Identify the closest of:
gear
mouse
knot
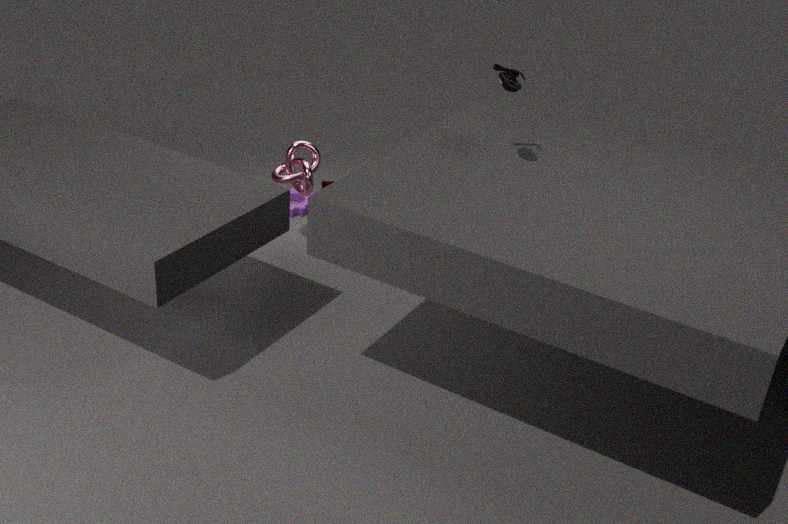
mouse
